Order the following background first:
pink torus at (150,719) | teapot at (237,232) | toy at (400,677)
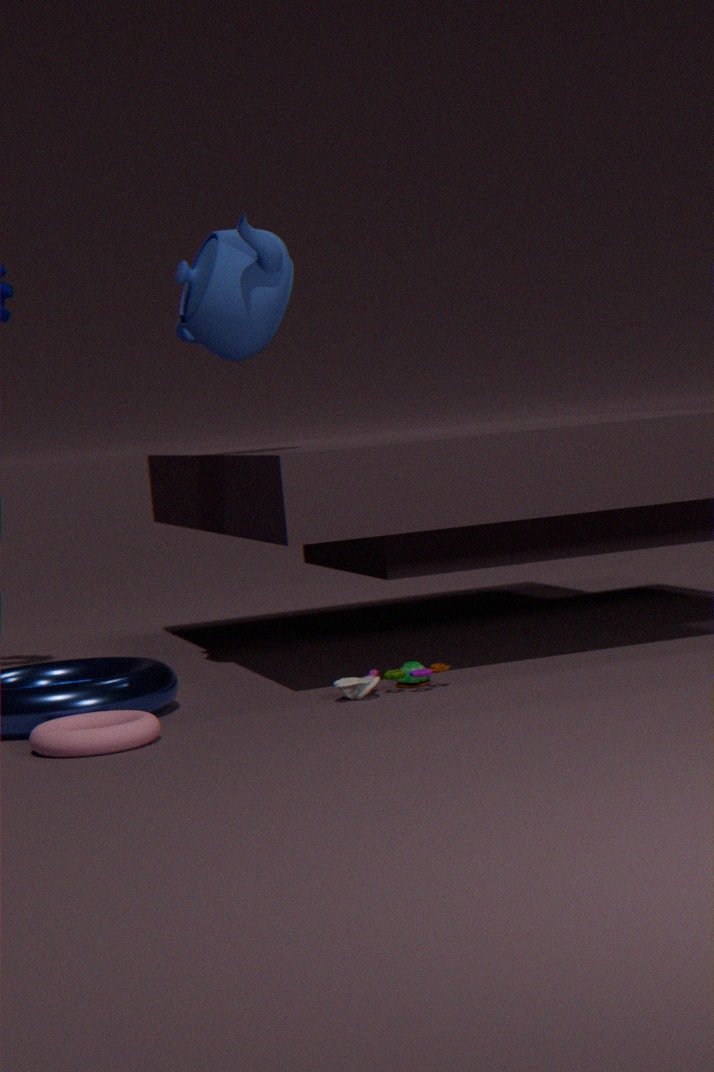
1. teapot at (237,232)
2. toy at (400,677)
3. pink torus at (150,719)
